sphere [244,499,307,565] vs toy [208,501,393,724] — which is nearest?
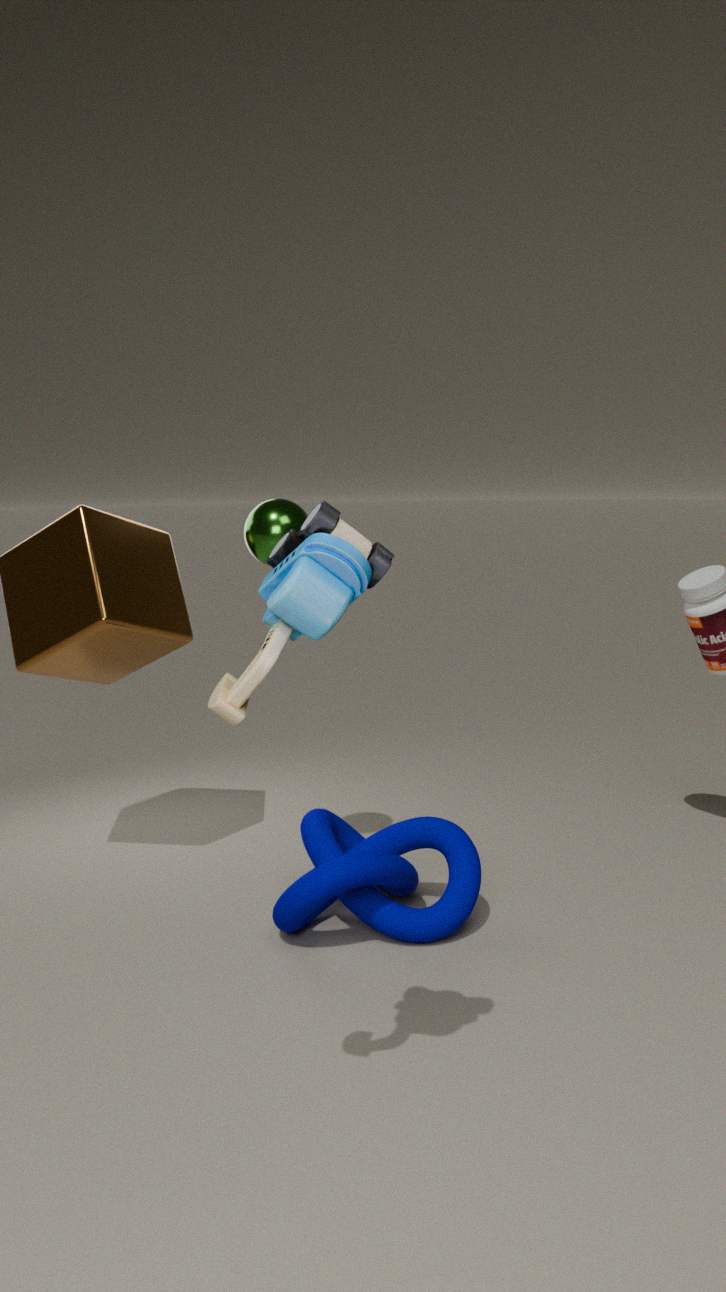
toy [208,501,393,724]
